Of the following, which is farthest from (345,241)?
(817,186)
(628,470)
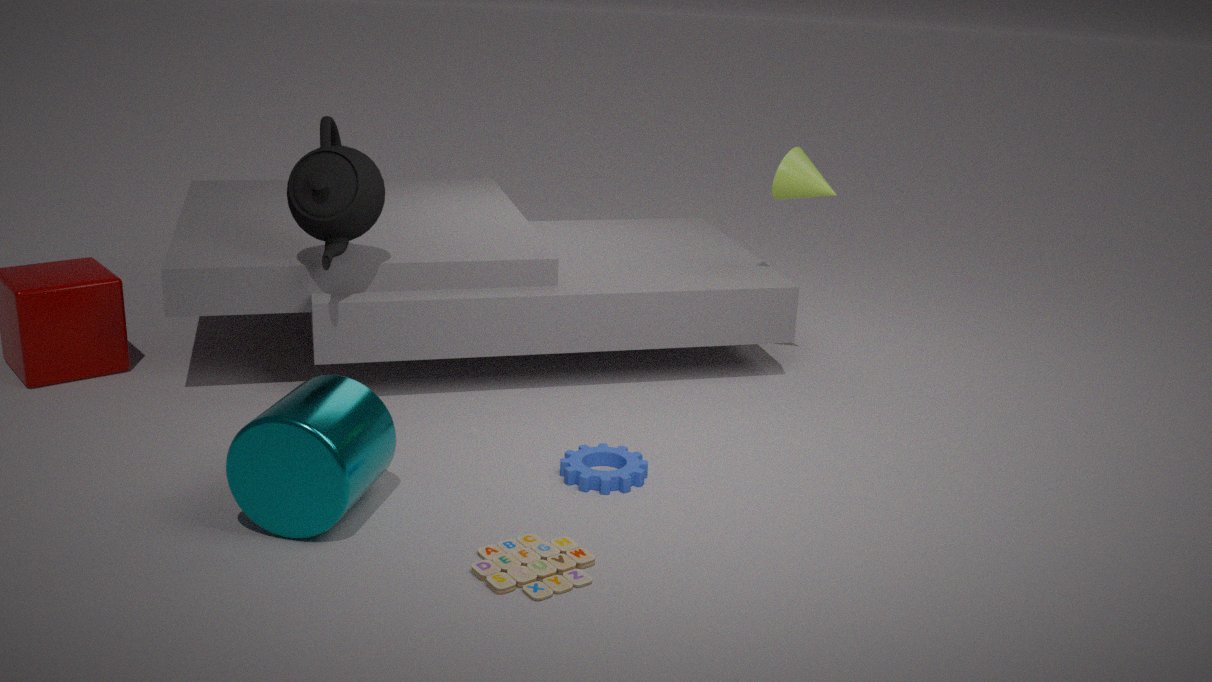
(817,186)
